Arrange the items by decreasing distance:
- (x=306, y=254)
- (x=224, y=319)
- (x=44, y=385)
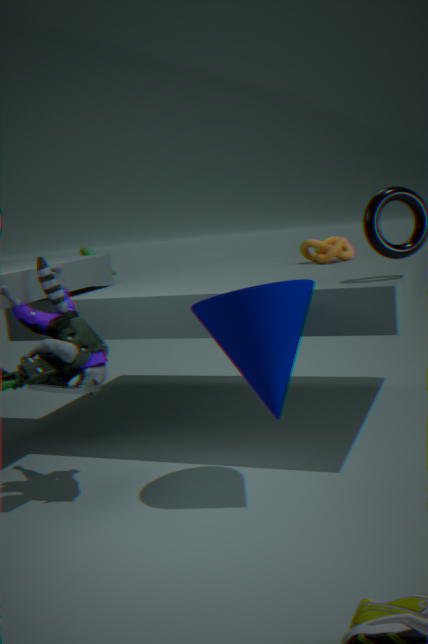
(x=306, y=254) → (x=44, y=385) → (x=224, y=319)
